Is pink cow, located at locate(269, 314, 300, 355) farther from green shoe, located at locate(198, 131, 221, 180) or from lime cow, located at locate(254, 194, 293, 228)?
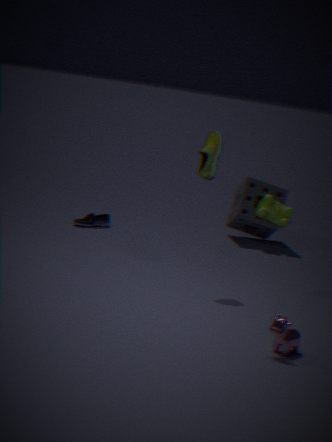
lime cow, located at locate(254, 194, 293, 228)
